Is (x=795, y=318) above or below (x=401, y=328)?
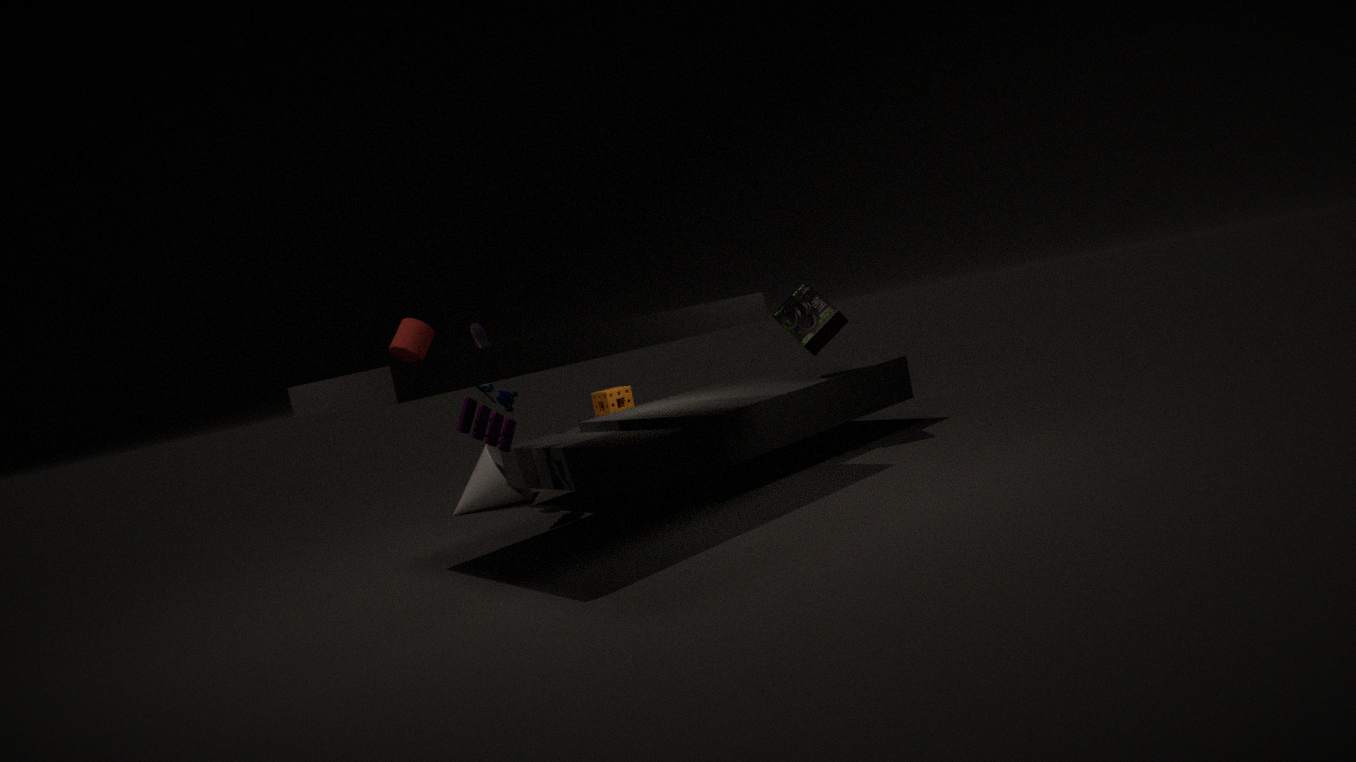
below
